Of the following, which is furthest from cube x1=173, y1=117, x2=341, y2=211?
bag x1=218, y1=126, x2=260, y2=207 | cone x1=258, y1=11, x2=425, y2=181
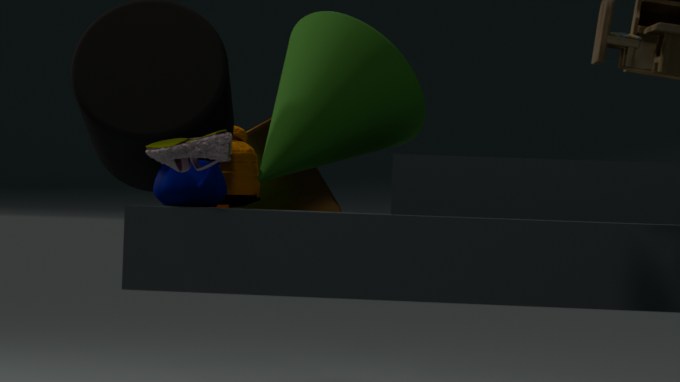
cone x1=258, y1=11, x2=425, y2=181
